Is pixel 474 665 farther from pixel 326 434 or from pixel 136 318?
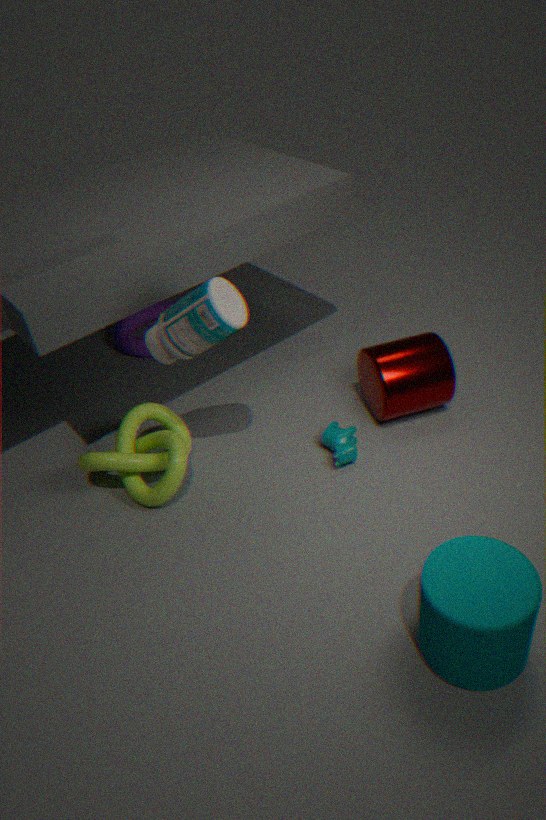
pixel 136 318
